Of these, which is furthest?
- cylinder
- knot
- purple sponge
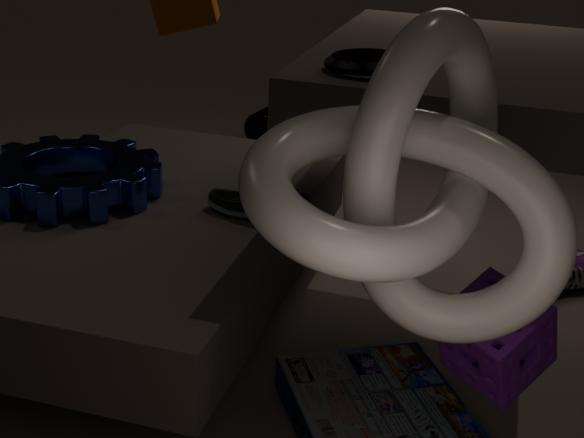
cylinder
